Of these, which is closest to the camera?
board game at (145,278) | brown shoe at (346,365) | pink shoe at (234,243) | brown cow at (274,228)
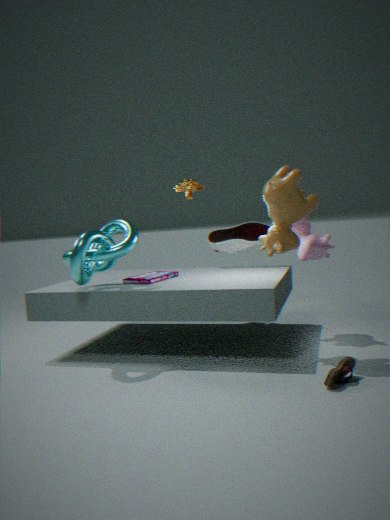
brown shoe at (346,365)
